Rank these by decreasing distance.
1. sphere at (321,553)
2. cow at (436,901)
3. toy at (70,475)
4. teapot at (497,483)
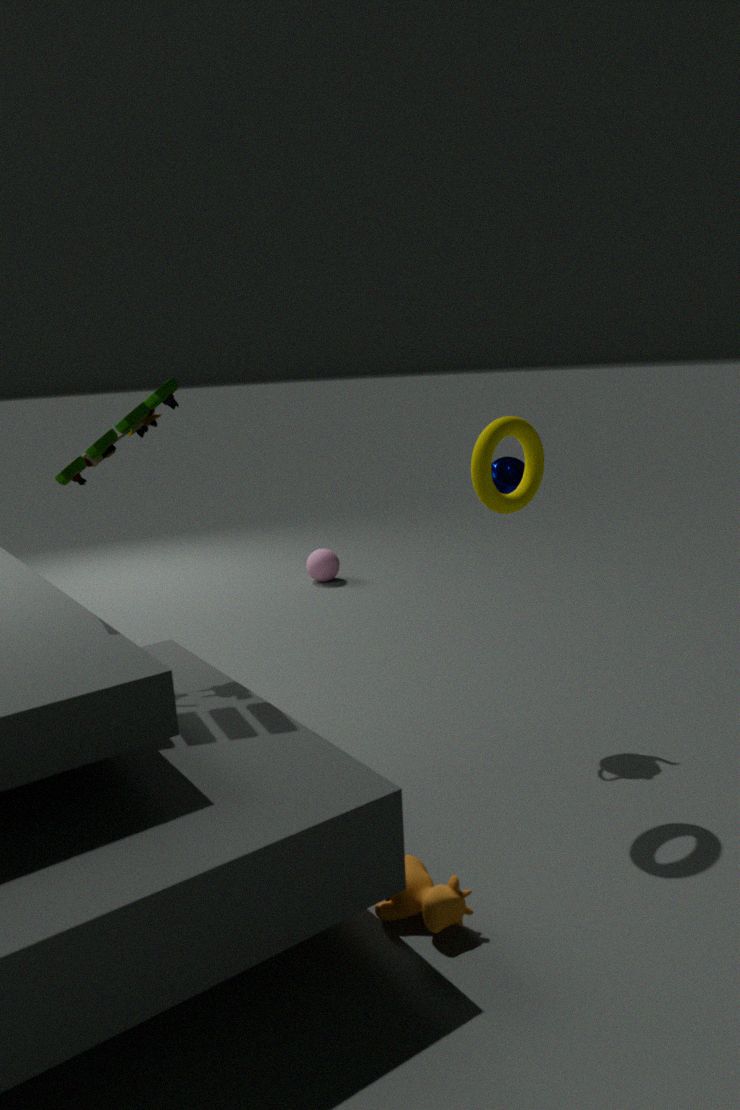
sphere at (321,553)
teapot at (497,483)
toy at (70,475)
cow at (436,901)
